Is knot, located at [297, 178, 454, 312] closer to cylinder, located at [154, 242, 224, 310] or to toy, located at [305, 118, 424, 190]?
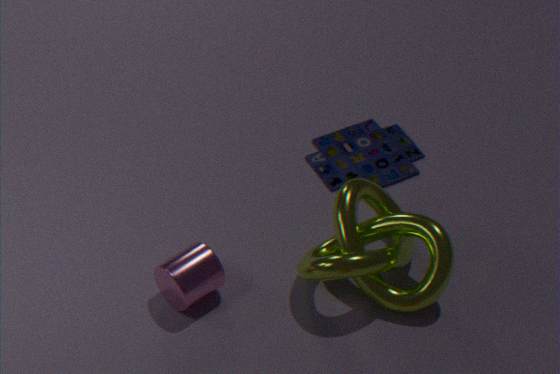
toy, located at [305, 118, 424, 190]
